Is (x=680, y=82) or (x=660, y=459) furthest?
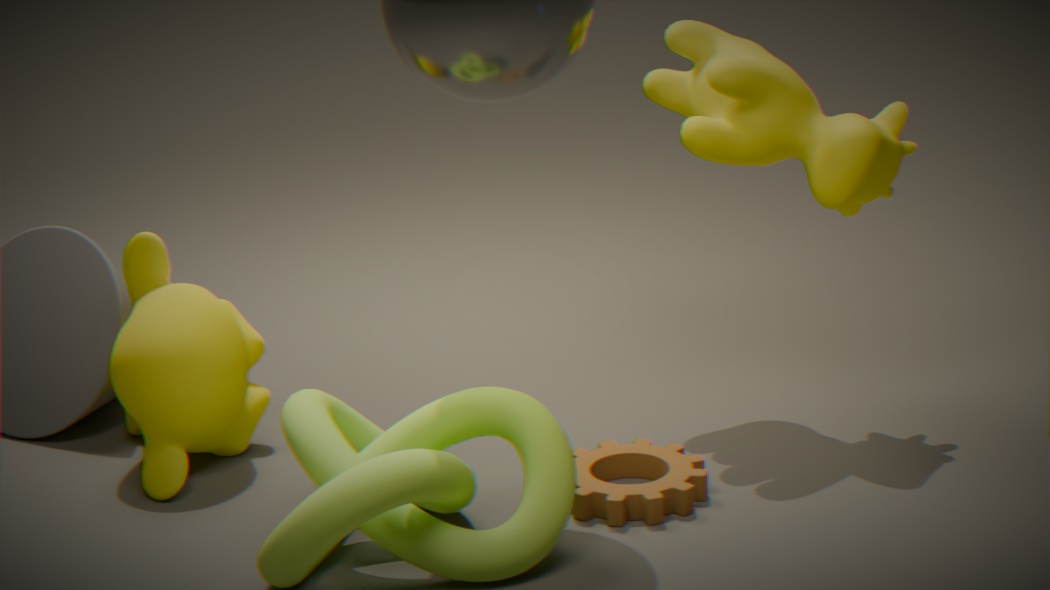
(x=680, y=82)
